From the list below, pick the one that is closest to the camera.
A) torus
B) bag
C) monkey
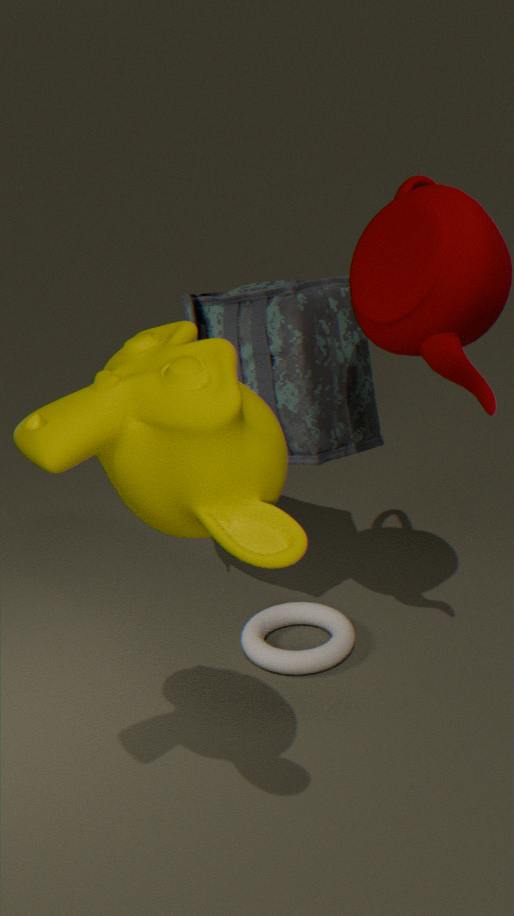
monkey
